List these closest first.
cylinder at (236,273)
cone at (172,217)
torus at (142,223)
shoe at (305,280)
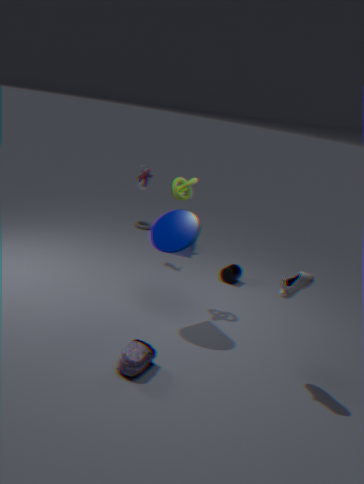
shoe at (305,280) < cone at (172,217) < cylinder at (236,273) < torus at (142,223)
